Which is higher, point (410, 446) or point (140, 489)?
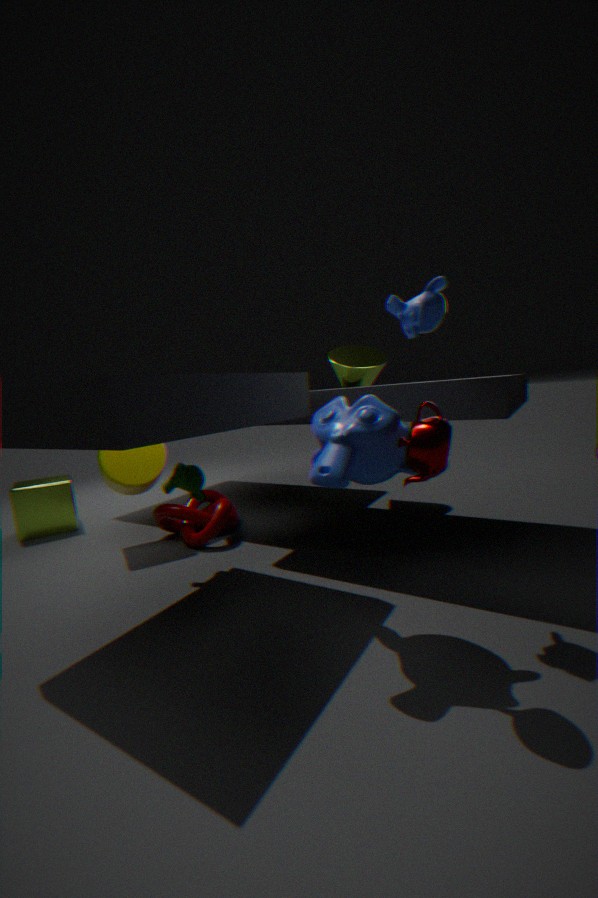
point (410, 446)
